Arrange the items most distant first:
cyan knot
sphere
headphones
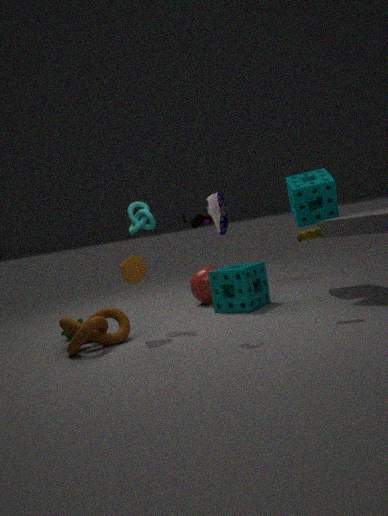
sphere → cyan knot → headphones
